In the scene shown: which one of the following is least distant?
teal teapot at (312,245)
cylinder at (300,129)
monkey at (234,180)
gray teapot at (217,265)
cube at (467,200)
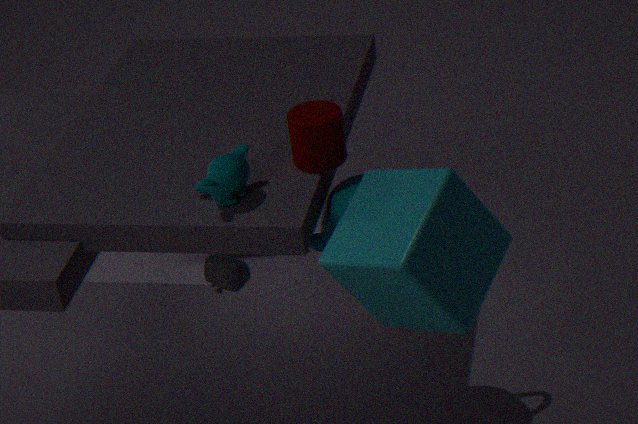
cube at (467,200)
